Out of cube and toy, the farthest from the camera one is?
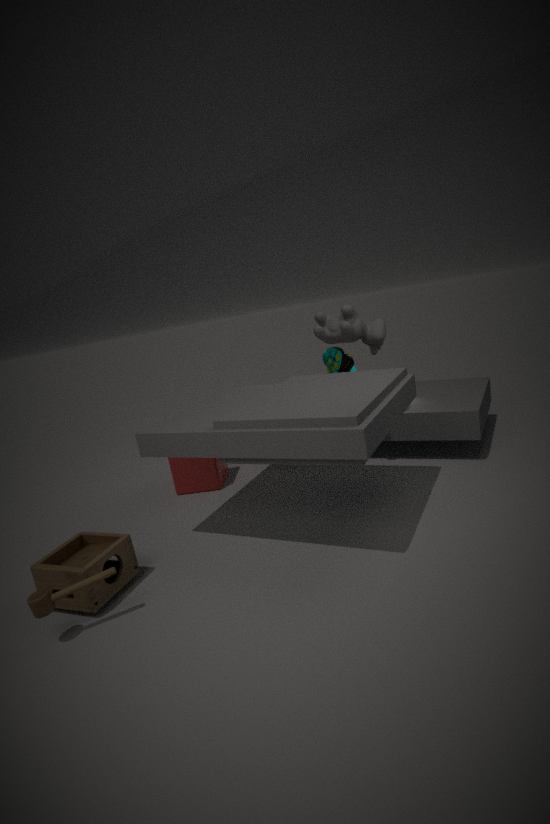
cube
